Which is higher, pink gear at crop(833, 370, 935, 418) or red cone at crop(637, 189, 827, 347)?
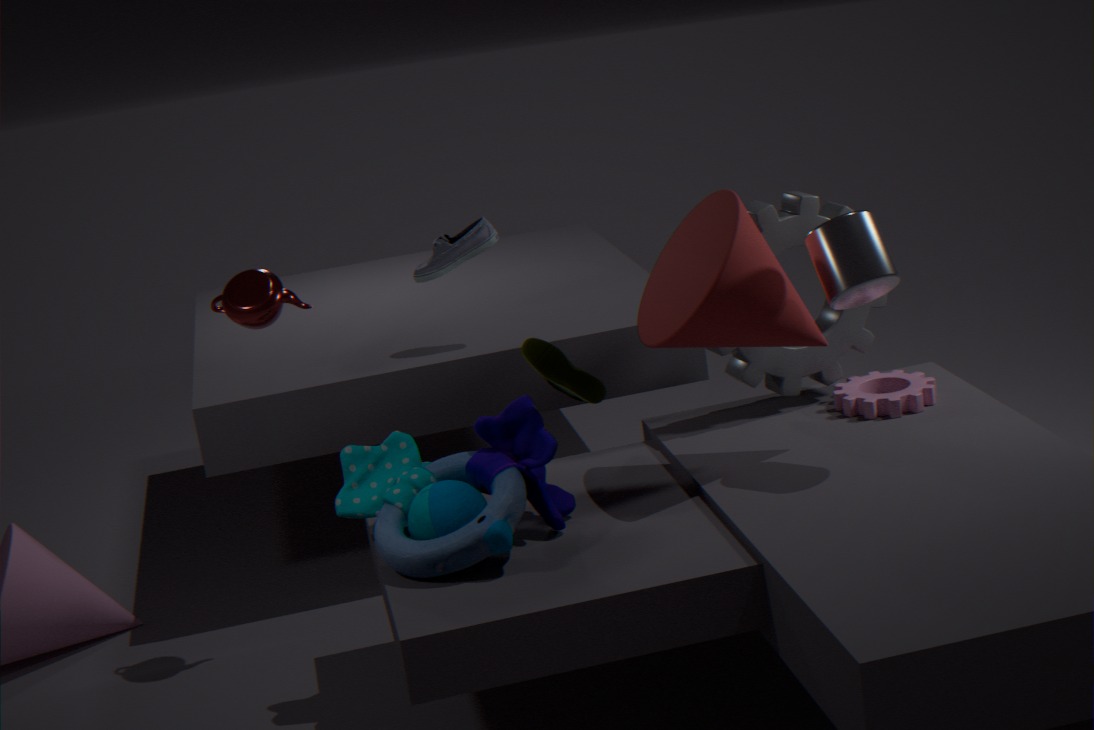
red cone at crop(637, 189, 827, 347)
